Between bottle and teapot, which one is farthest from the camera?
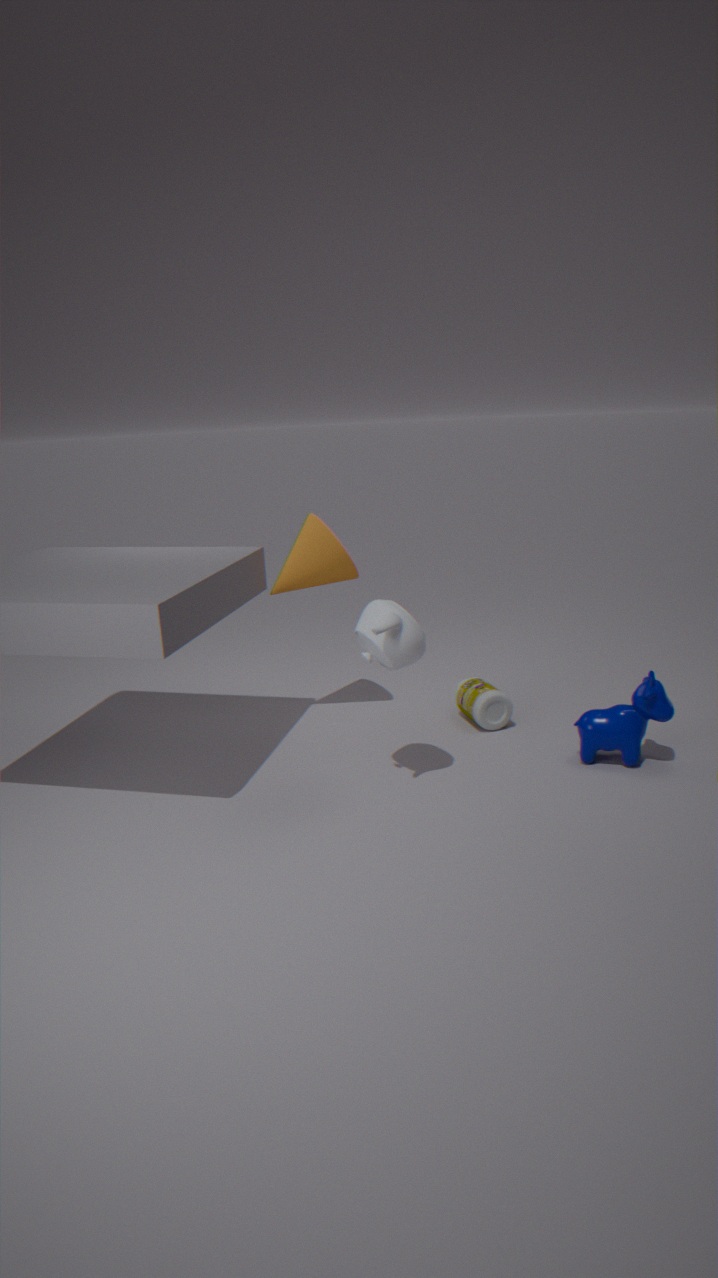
bottle
